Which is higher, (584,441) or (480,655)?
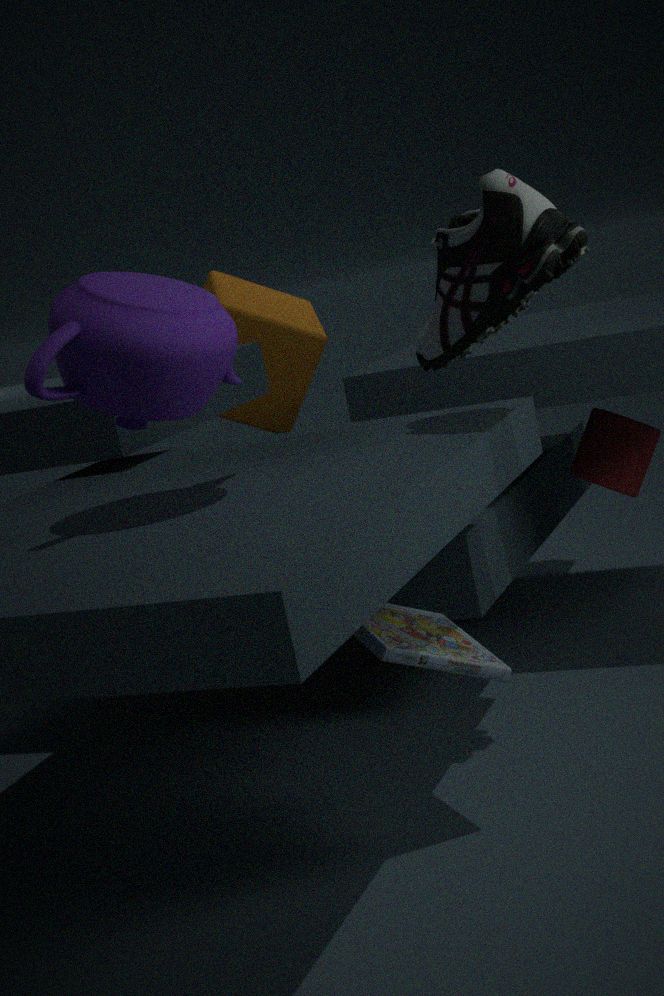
(584,441)
